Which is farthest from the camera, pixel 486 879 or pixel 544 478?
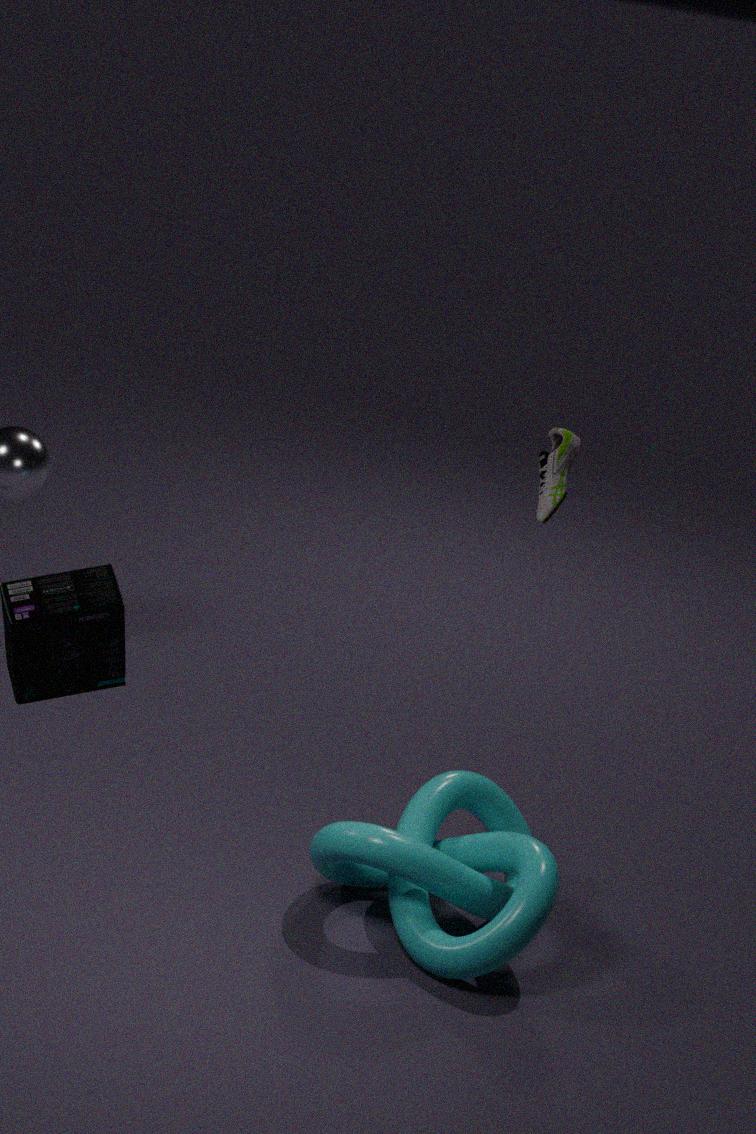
pixel 544 478
